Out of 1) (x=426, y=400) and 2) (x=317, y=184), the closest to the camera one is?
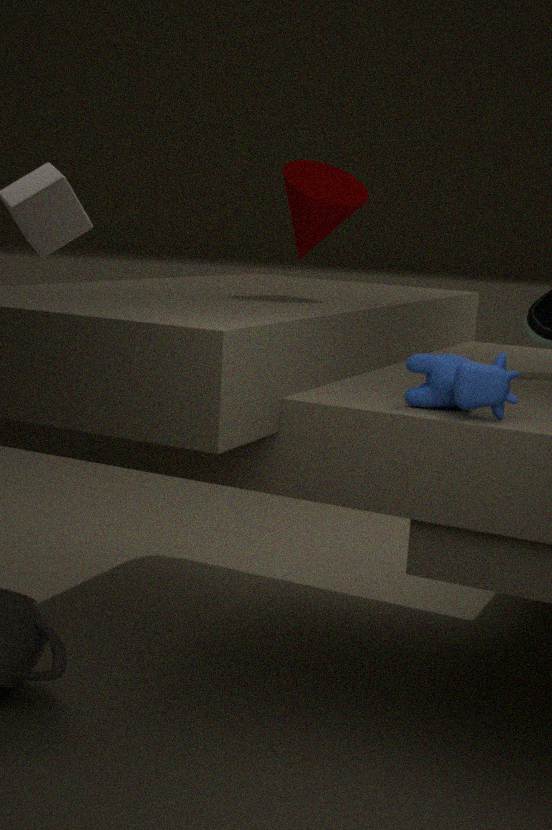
1. (x=426, y=400)
